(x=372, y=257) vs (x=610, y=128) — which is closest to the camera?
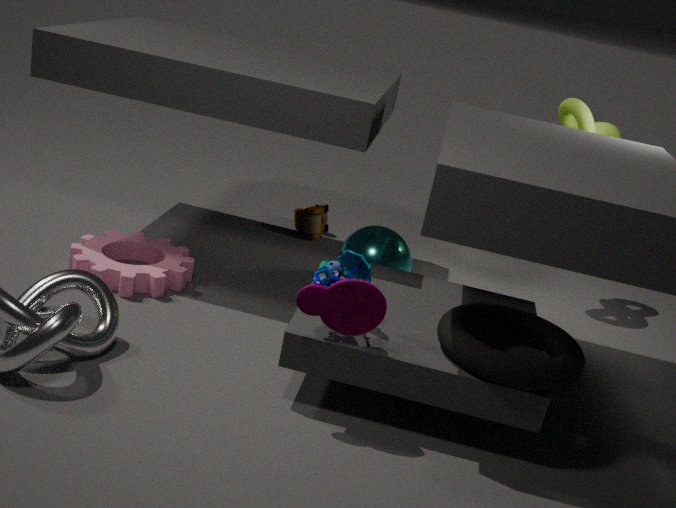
(x=372, y=257)
